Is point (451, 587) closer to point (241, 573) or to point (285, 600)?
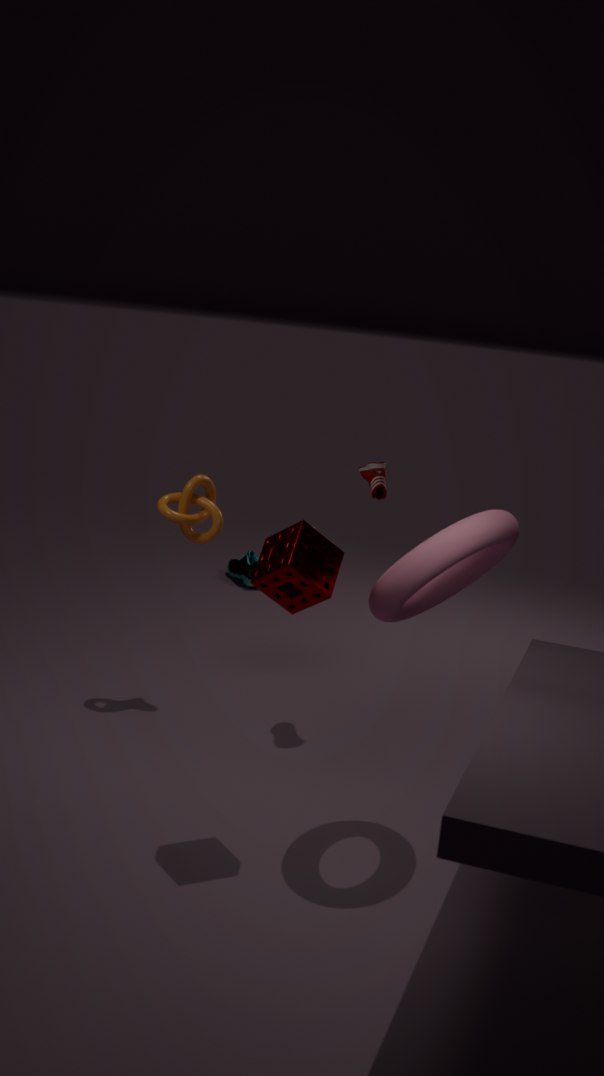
point (285, 600)
